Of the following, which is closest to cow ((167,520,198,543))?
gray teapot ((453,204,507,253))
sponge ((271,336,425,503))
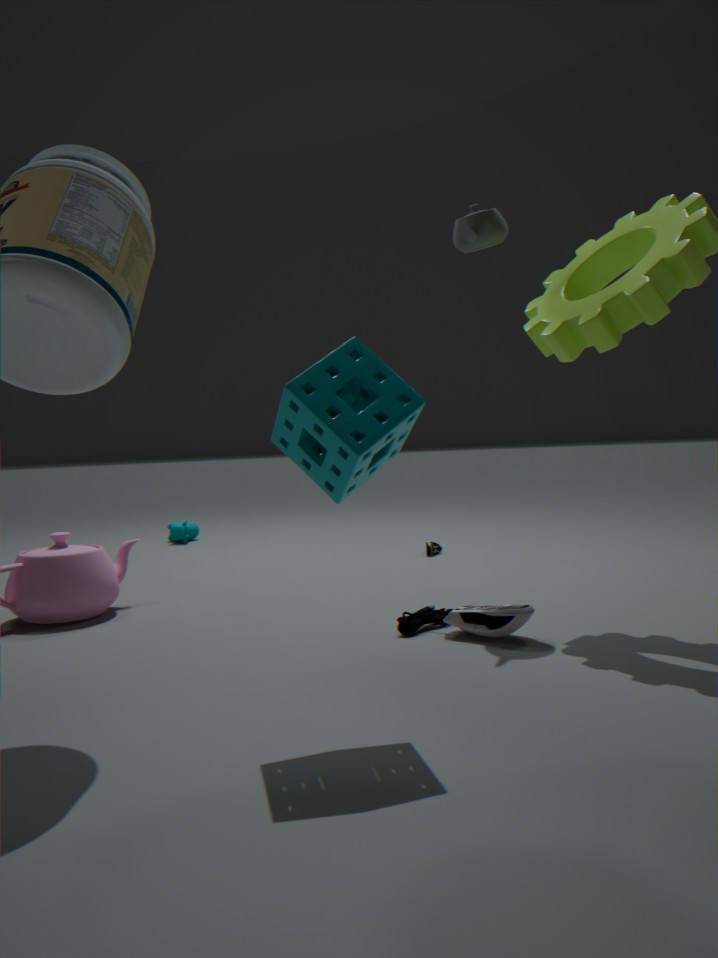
gray teapot ((453,204,507,253))
